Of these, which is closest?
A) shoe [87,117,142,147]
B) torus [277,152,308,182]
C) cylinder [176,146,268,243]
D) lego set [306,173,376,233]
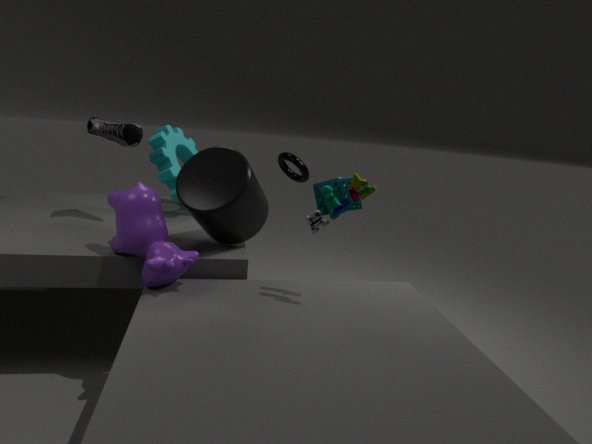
lego set [306,173,376,233]
